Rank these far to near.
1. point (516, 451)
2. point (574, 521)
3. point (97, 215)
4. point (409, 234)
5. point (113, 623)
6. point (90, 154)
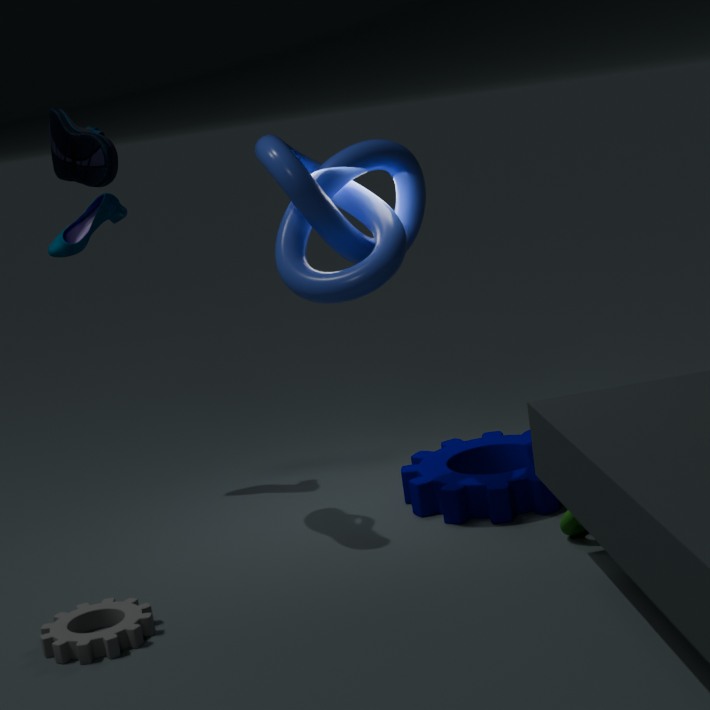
point (516, 451)
point (97, 215)
point (409, 234)
point (574, 521)
point (90, 154)
point (113, 623)
